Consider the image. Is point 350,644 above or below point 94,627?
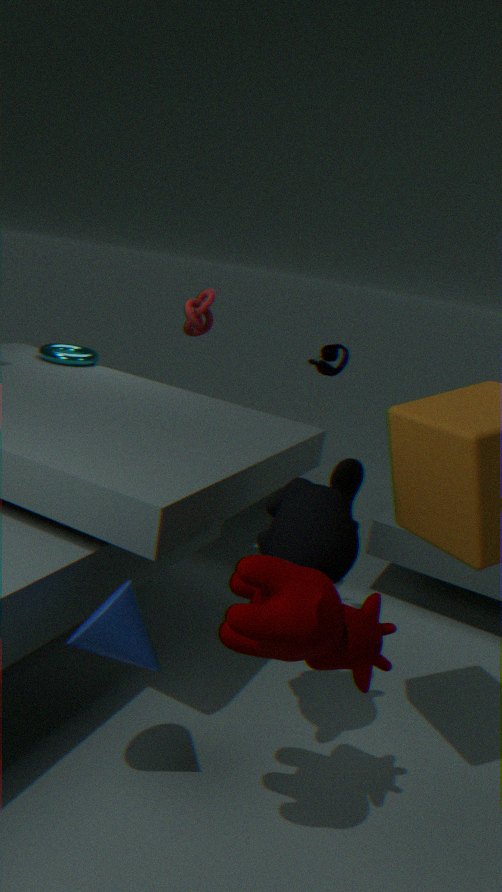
above
